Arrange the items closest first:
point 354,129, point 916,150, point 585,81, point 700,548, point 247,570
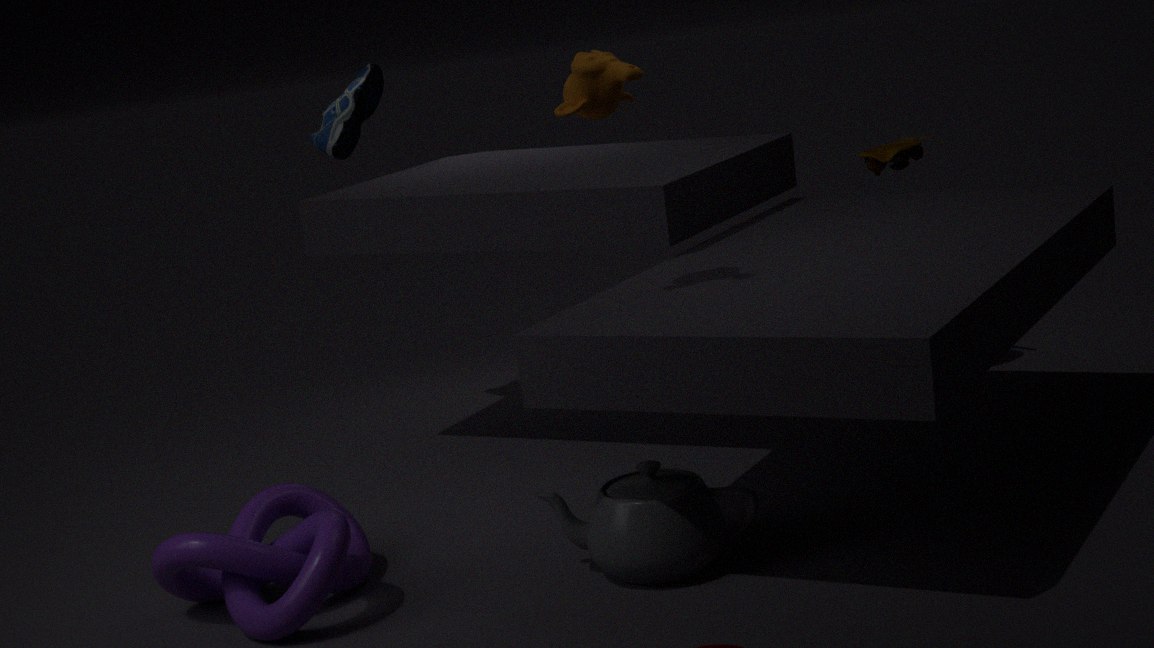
point 585,81, point 700,548, point 247,570, point 916,150, point 354,129
